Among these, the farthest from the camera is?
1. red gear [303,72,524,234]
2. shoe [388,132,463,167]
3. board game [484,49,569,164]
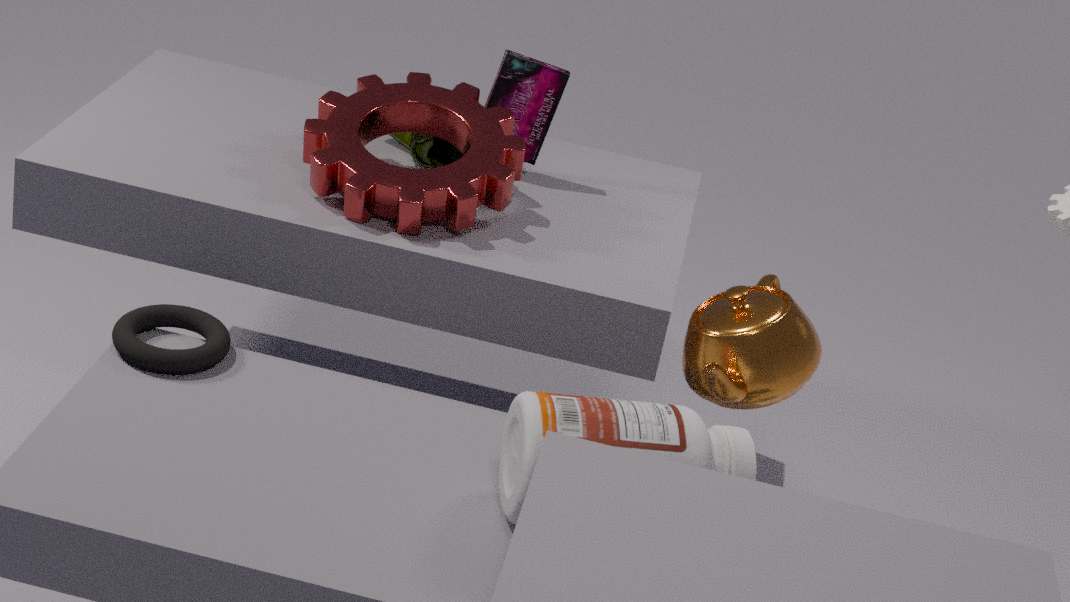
board game [484,49,569,164]
